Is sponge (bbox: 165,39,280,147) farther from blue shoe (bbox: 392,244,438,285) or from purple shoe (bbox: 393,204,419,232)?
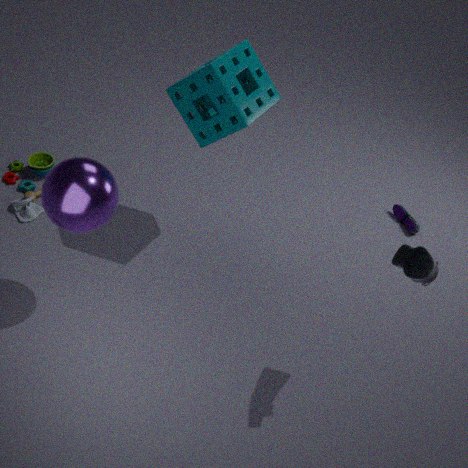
purple shoe (bbox: 393,204,419,232)
